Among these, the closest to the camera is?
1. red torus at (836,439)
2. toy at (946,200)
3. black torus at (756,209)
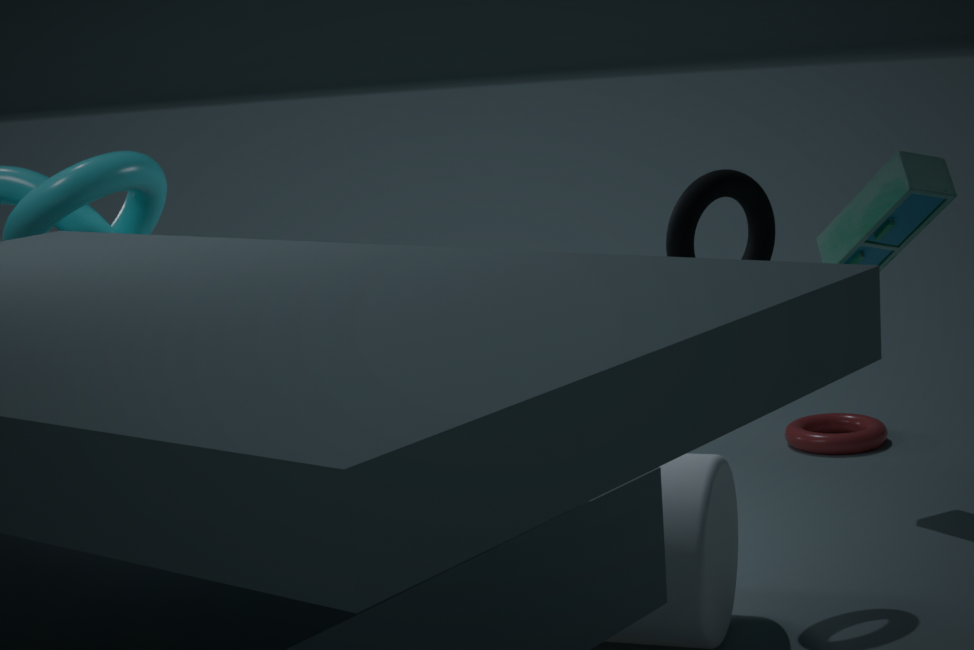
black torus at (756,209)
